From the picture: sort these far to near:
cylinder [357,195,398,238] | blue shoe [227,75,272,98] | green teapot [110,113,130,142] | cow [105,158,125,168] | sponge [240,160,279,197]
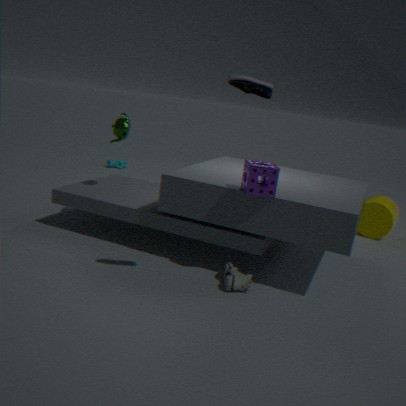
cow [105,158,125,168] → cylinder [357,195,398,238] → green teapot [110,113,130,142] → sponge [240,160,279,197] → blue shoe [227,75,272,98]
